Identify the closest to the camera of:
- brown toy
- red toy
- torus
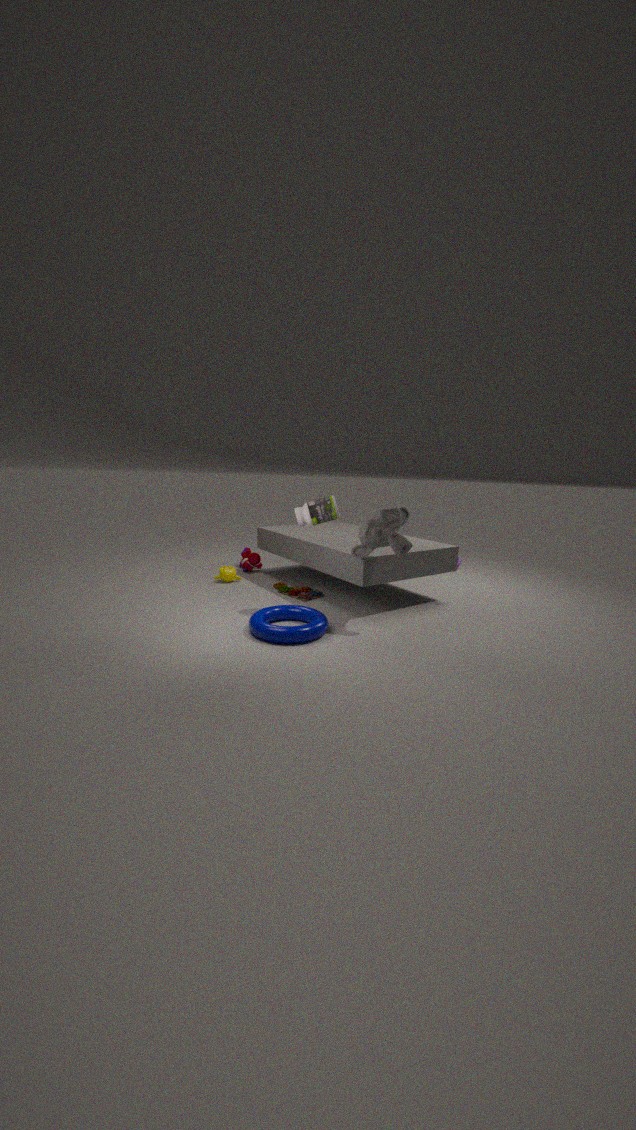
torus
